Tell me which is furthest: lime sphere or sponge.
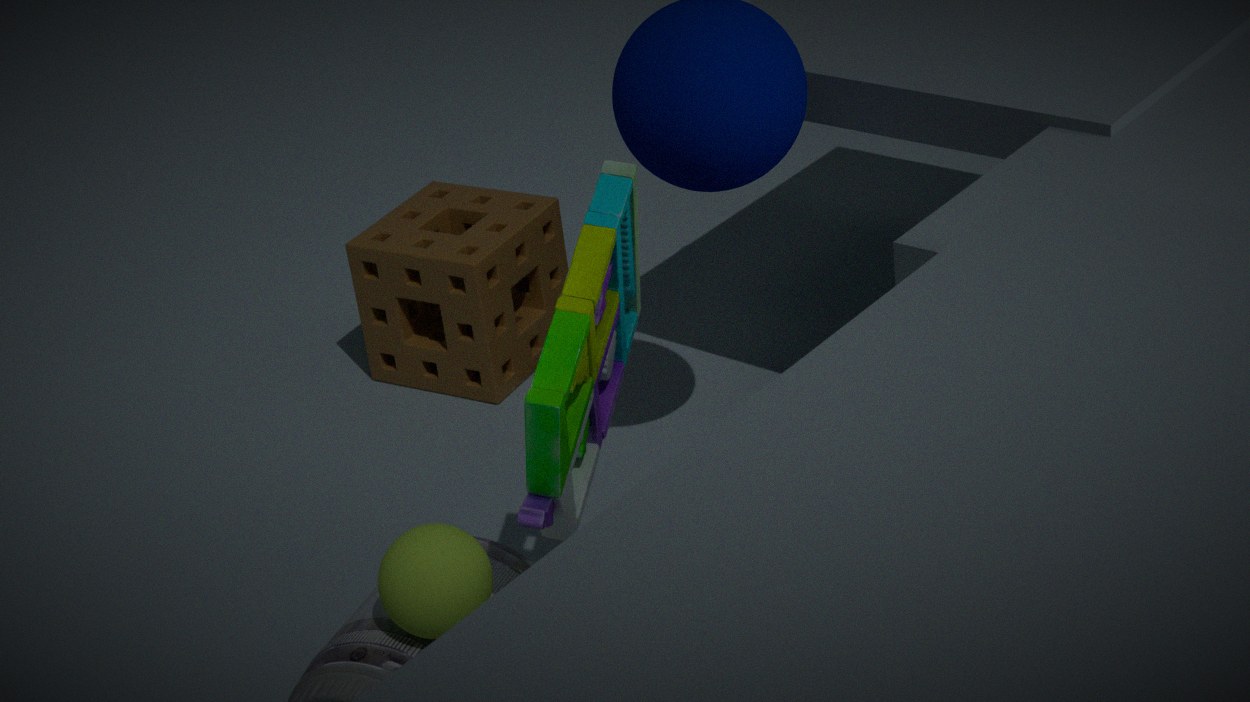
sponge
